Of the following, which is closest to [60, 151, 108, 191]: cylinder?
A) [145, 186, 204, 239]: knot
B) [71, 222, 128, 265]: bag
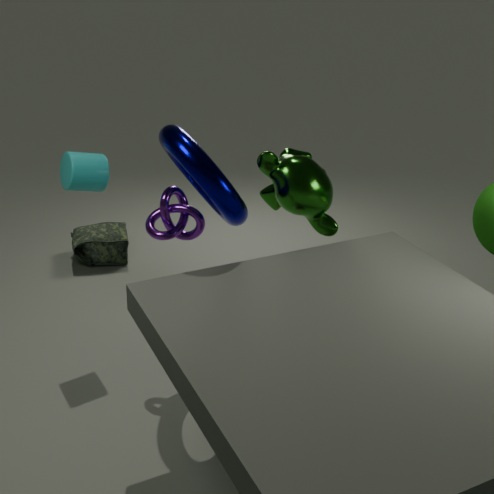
[145, 186, 204, 239]: knot
